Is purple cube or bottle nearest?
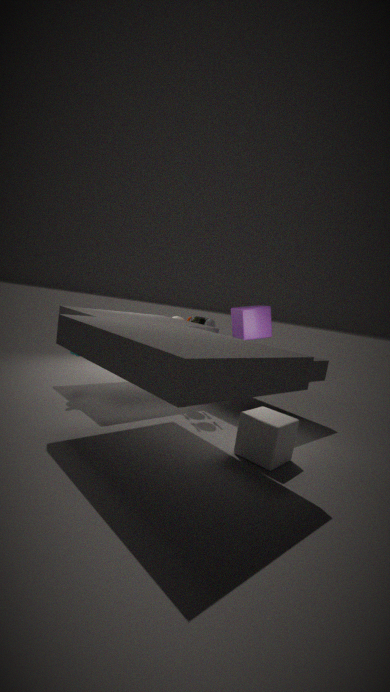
purple cube
